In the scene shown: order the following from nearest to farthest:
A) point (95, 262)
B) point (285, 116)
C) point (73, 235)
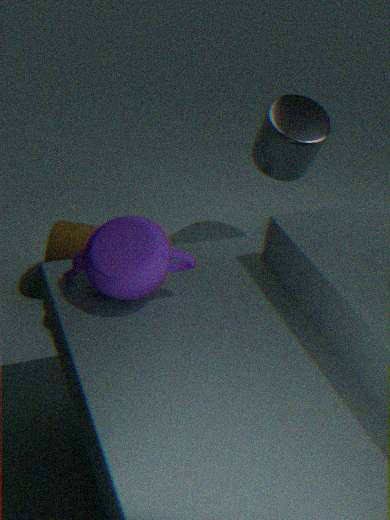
1. point (95, 262)
2. point (73, 235)
3. point (285, 116)
